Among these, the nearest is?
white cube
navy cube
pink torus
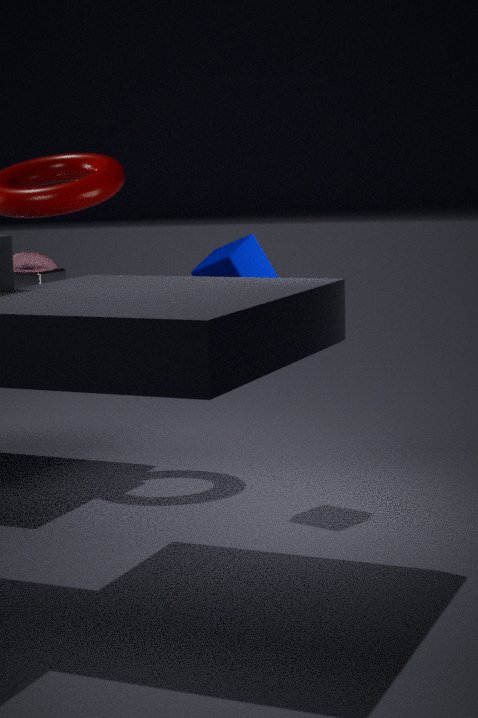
navy cube
